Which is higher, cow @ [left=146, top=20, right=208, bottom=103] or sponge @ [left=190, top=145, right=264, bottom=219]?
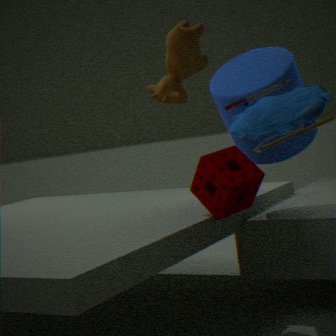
cow @ [left=146, top=20, right=208, bottom=103]
